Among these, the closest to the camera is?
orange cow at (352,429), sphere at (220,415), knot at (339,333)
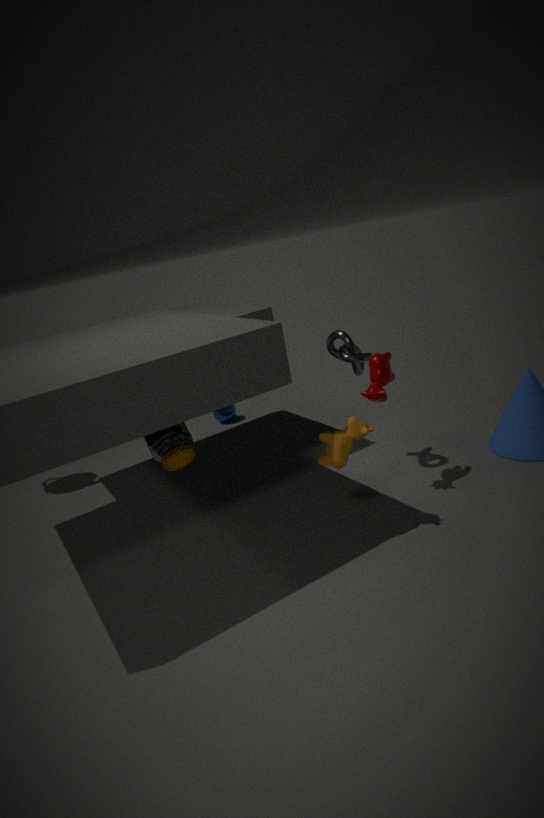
orange cow at (352,429)
